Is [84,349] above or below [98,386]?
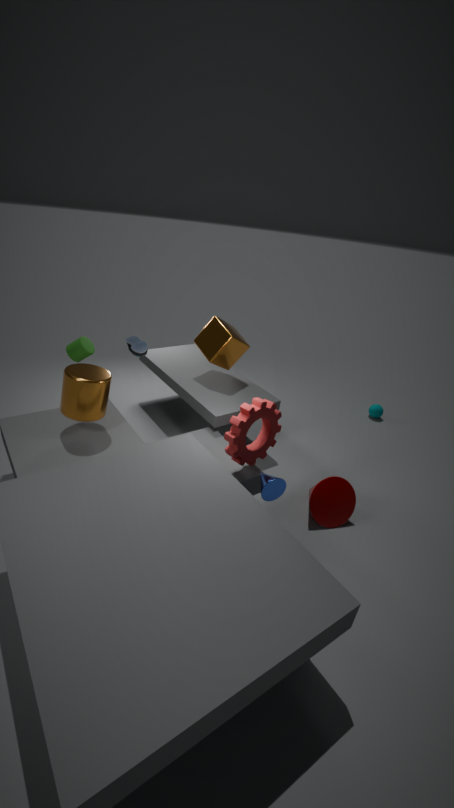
above
